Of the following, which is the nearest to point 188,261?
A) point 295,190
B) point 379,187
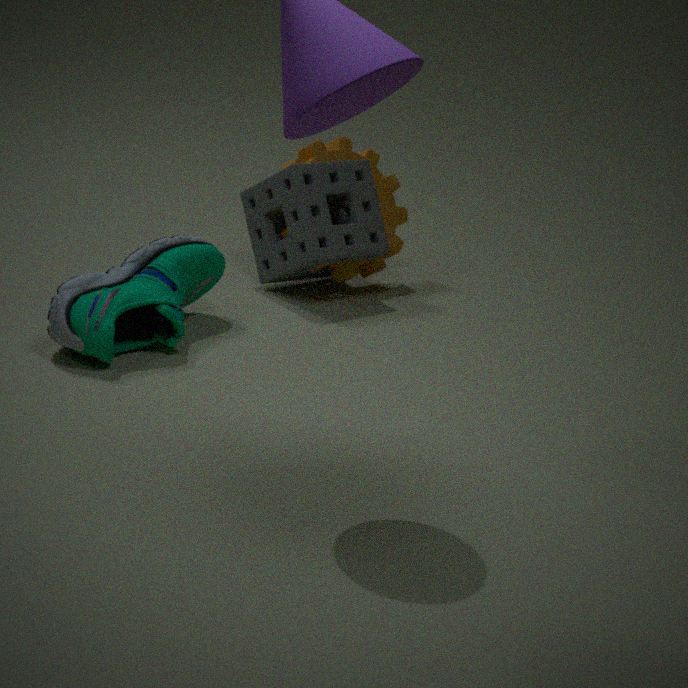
point 295,190
